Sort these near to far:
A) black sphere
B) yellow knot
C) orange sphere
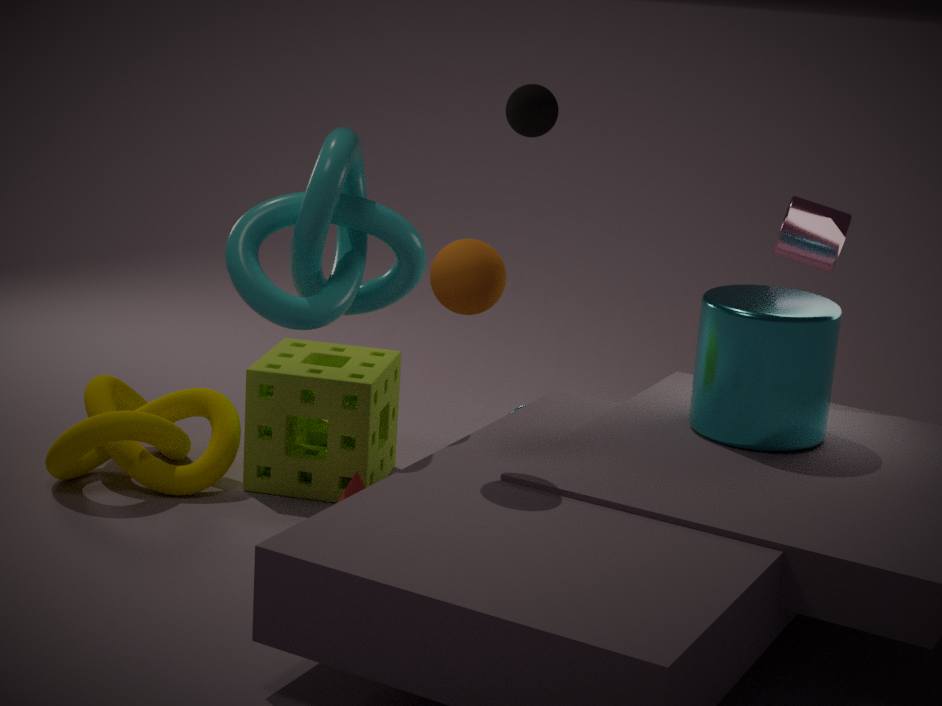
orange sphere → yellow knot → black sphere
